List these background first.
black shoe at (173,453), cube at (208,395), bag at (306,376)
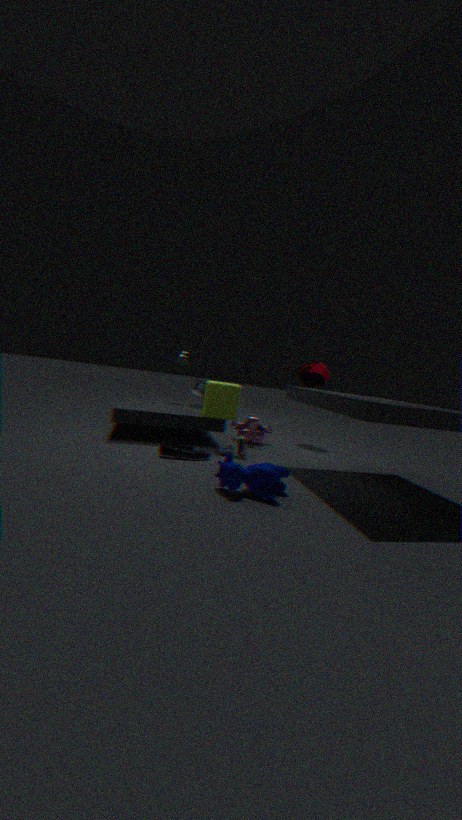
bag at (306,376) → cube at (208,395) → black shoe at (173,453)
